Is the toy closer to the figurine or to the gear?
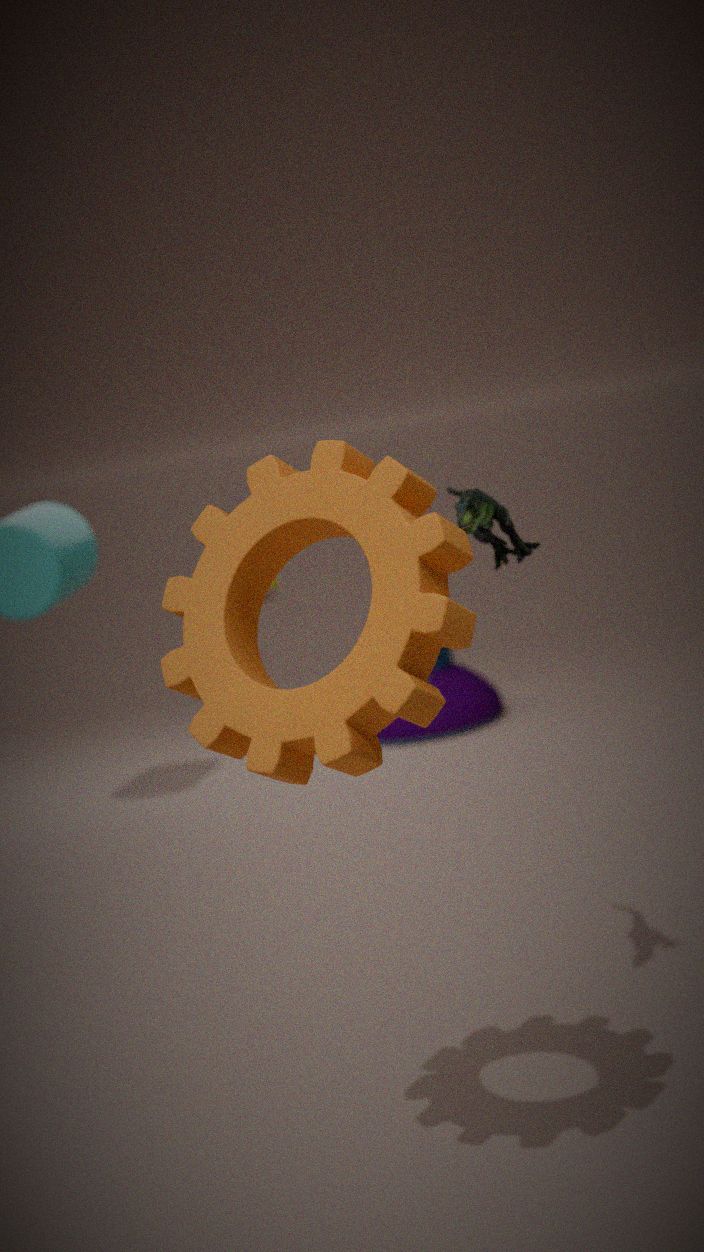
the figurine
